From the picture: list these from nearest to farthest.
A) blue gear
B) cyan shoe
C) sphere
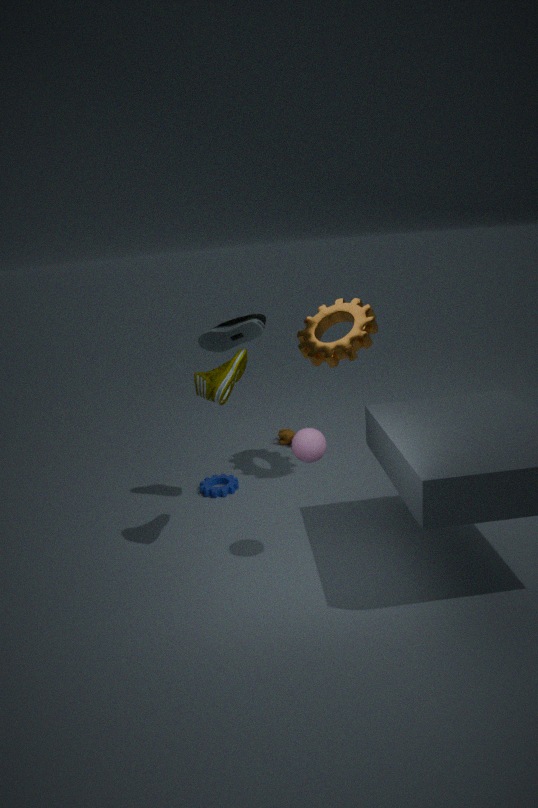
sphere, cyan shoe, blue gear
